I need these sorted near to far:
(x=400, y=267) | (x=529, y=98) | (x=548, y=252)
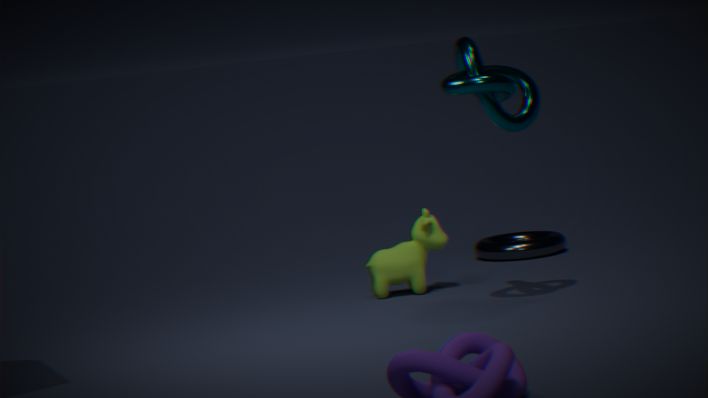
1. (x=529, y=98)
2. (x=400, y=267)
3. (x=548, y=252)
